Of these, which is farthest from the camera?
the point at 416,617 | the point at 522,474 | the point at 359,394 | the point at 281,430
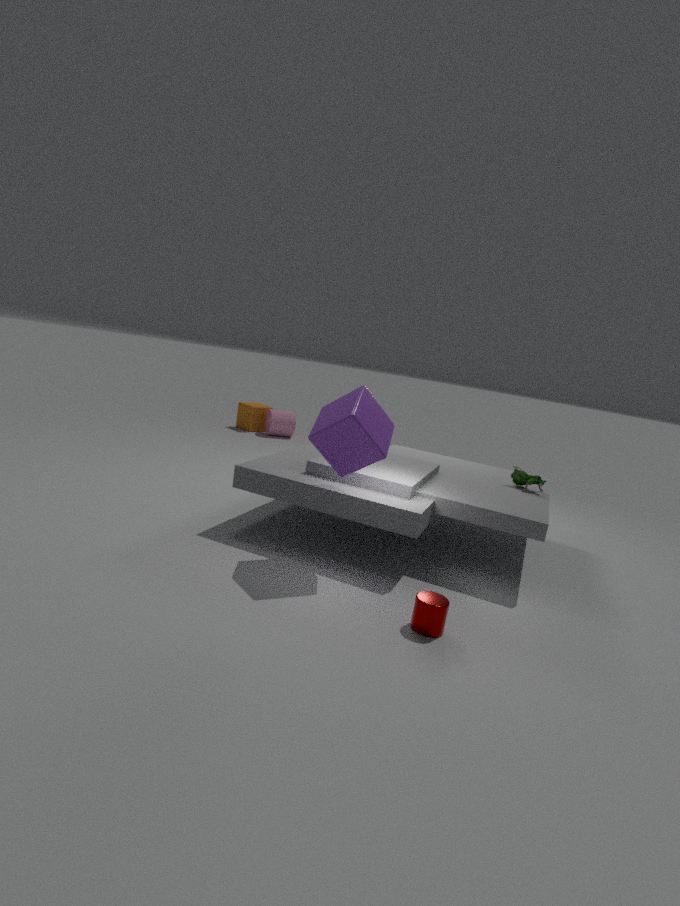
the point at 281,430
